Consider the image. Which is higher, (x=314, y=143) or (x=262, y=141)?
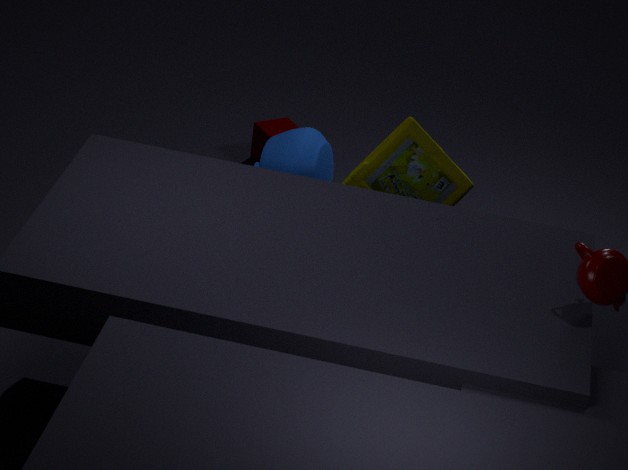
(x=314, y=143)
